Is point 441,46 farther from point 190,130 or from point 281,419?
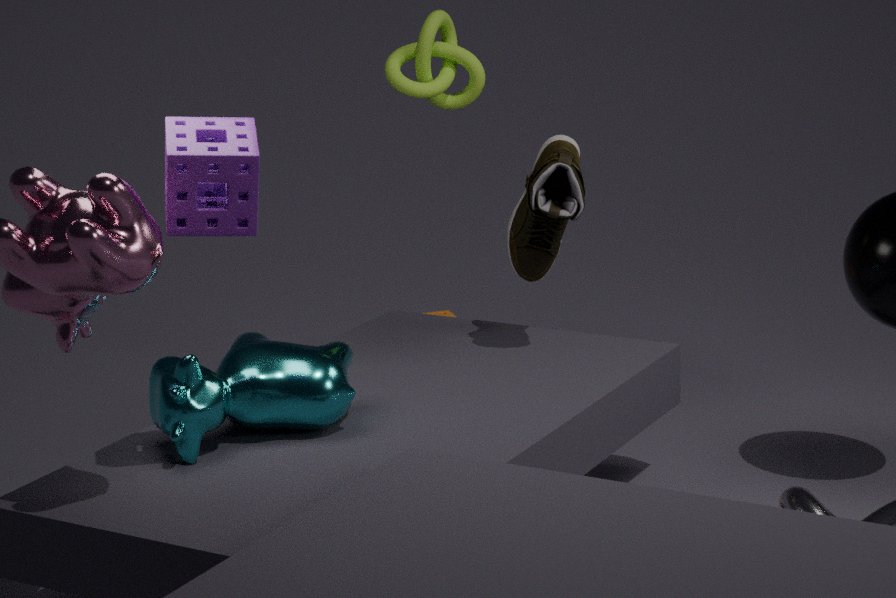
point 190,130
